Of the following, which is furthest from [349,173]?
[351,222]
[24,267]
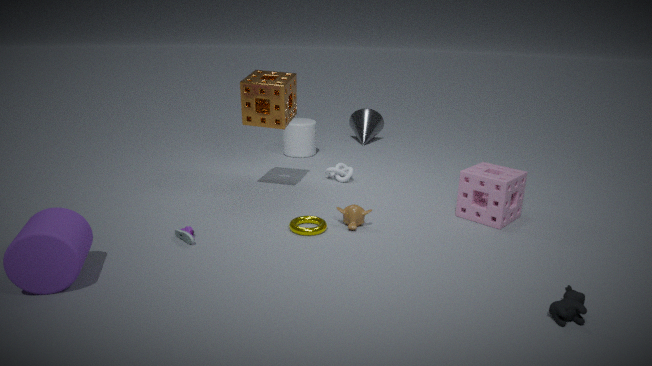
[24,267]
